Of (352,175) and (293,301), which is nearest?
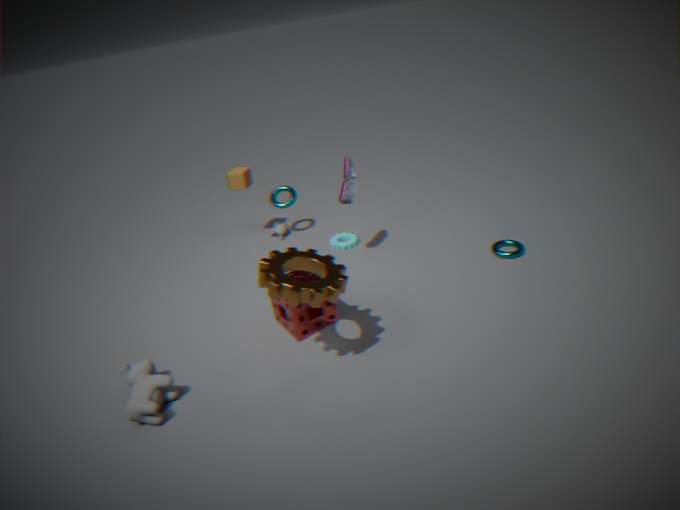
(293,301)
